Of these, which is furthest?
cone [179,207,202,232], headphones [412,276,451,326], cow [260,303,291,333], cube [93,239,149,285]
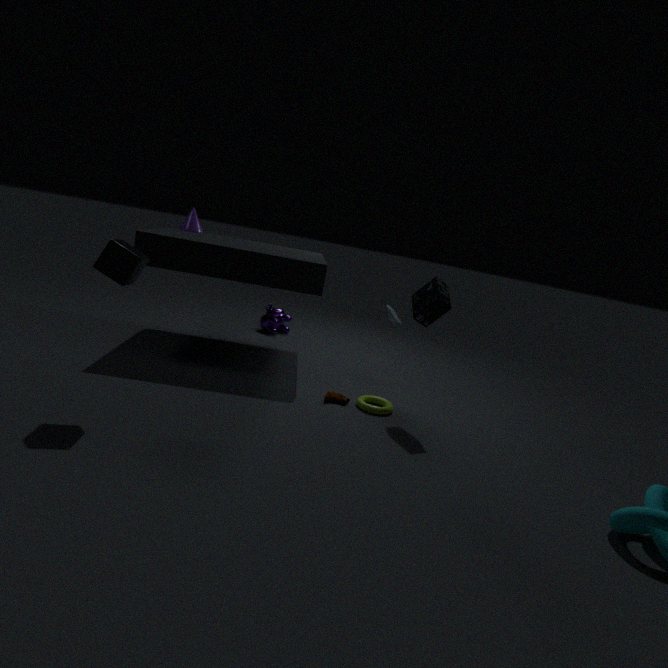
cow [260,303,291,333]
